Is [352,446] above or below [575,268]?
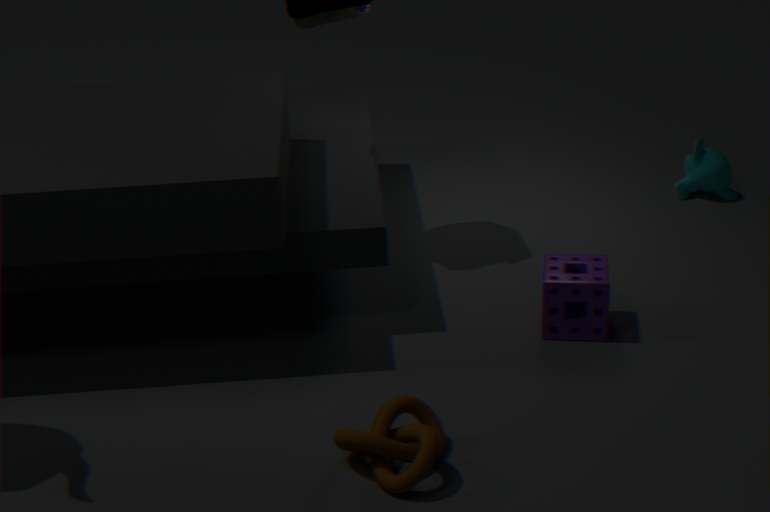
below
